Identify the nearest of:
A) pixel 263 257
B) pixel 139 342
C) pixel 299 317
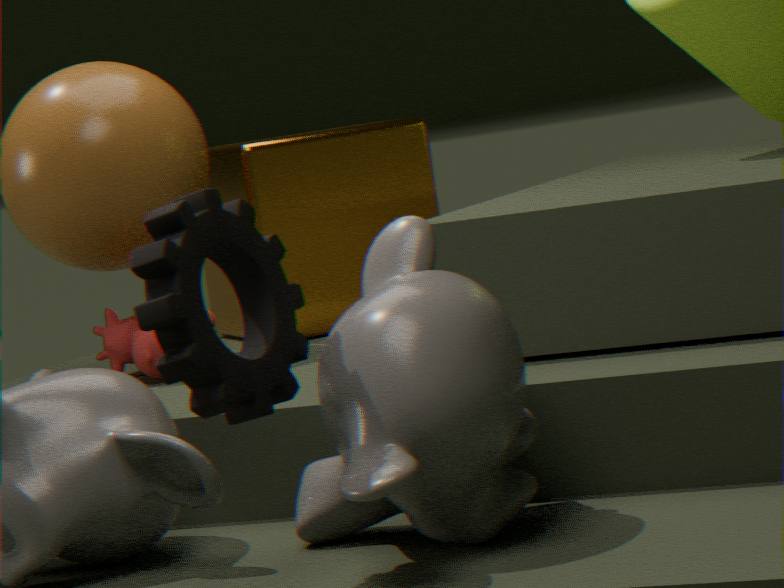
A. pixel 263 257
